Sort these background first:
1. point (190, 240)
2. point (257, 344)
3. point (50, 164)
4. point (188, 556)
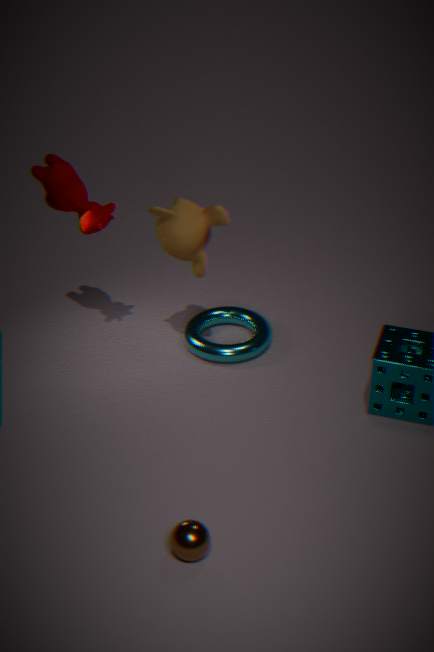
1. point (257, 344)
2. point (50, 164)
3. point (190, 240)
4. point (188, 556)
